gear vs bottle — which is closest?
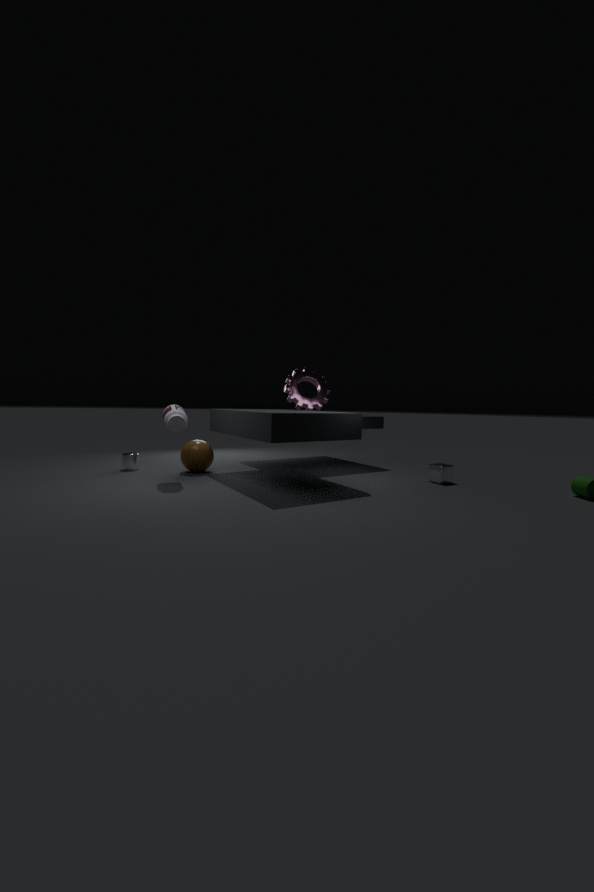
bottle
